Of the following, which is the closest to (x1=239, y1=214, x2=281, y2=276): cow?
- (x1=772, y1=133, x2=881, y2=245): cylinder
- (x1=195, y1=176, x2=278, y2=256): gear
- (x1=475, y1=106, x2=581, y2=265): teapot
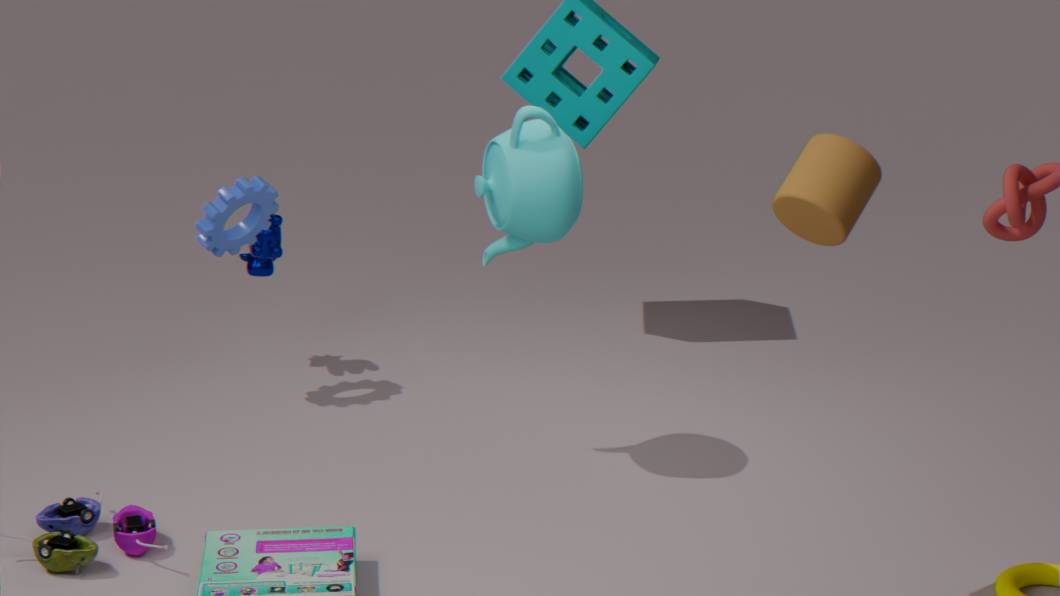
(x1=195, y1=176, x2=278, y2=256): gear
